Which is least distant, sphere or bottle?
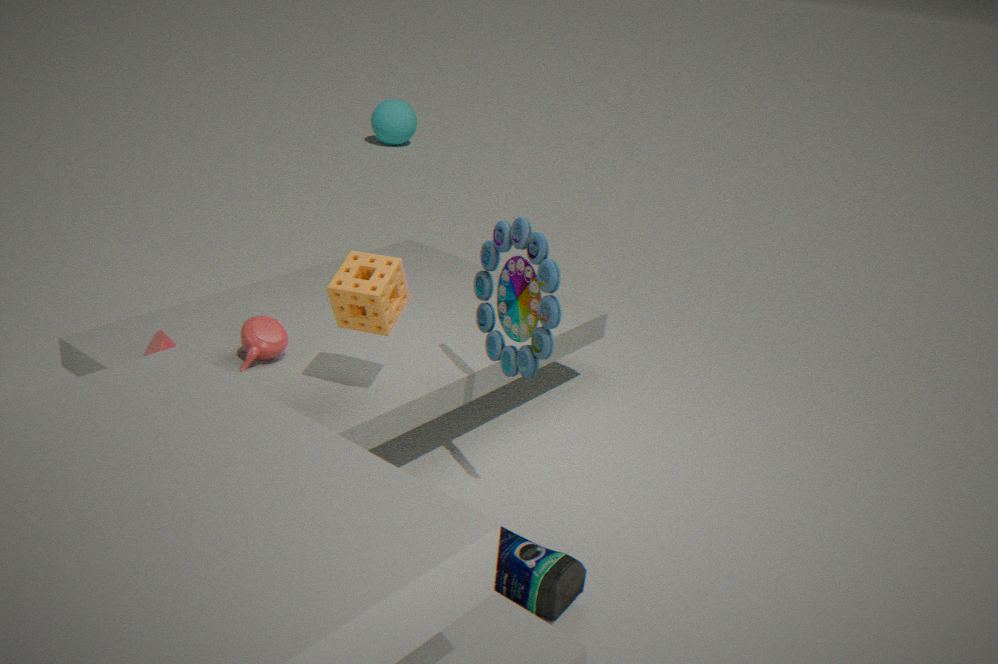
bottle
